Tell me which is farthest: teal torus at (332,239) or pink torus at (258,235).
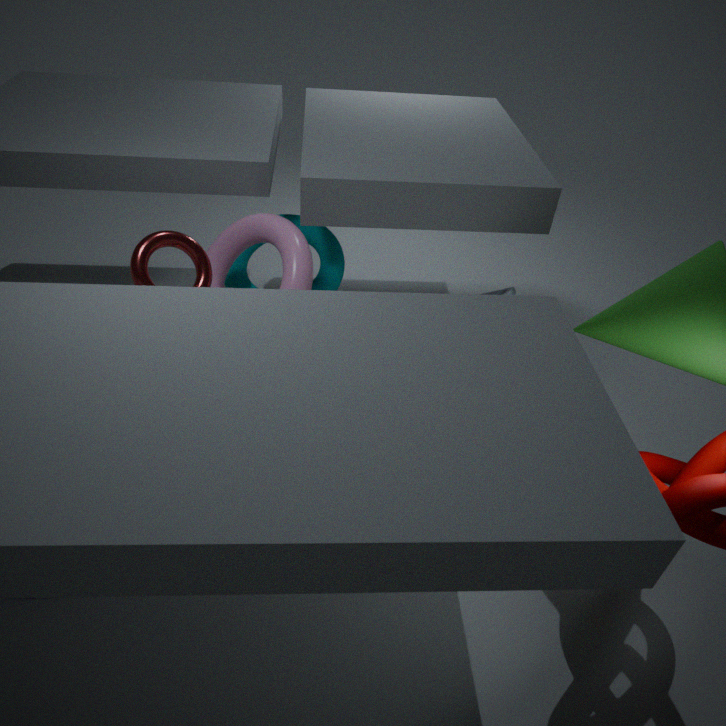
teal torus at (332,239)
